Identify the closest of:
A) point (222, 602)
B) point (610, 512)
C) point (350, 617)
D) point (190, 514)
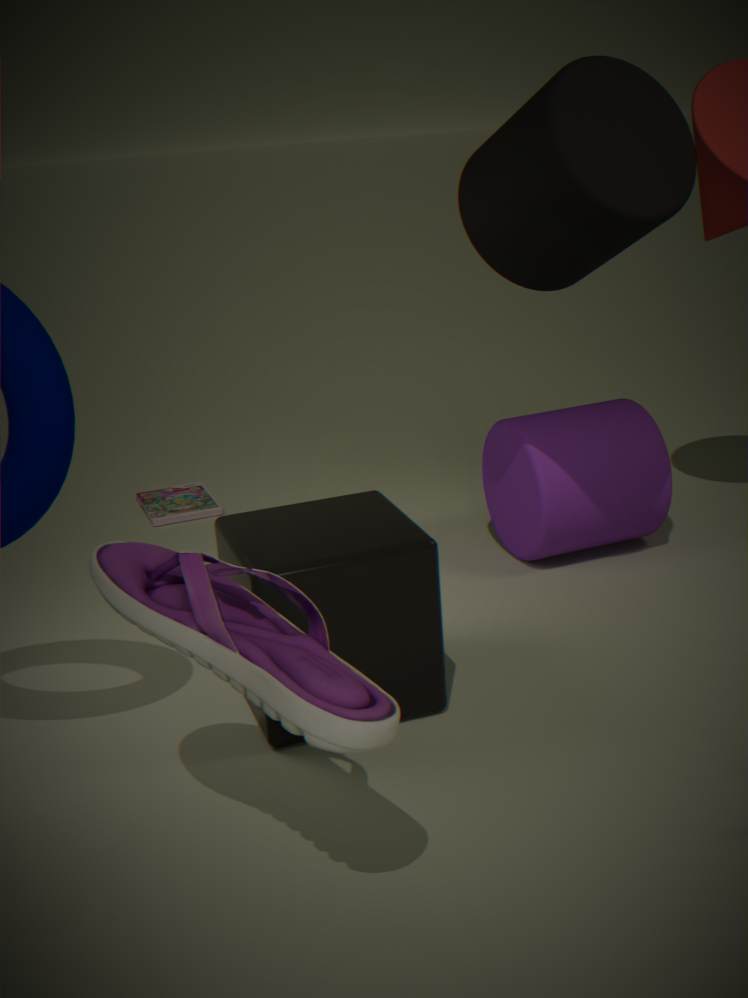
point (222, 602)
